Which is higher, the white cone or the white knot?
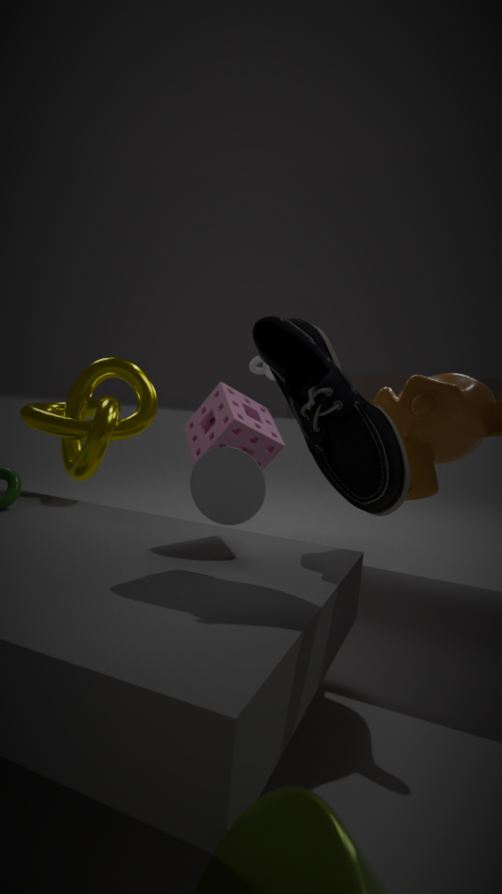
the white knot
